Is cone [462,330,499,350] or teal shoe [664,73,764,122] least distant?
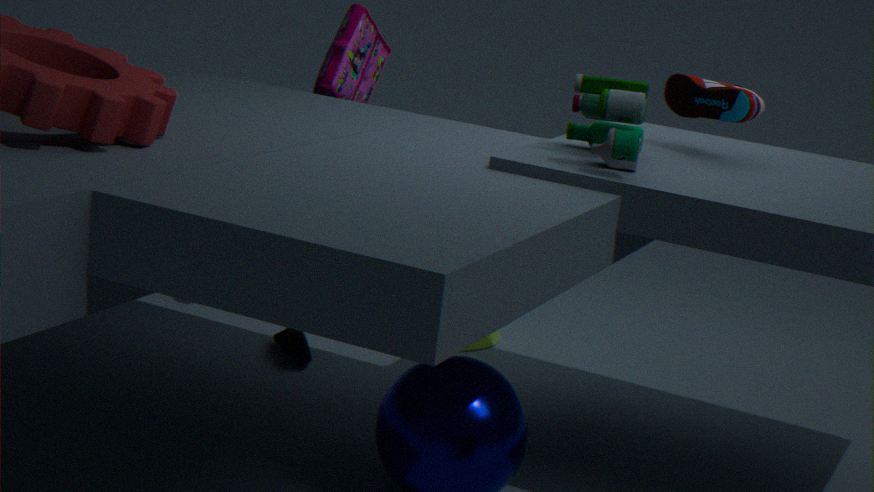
teal shoe [664,73,764,122]
